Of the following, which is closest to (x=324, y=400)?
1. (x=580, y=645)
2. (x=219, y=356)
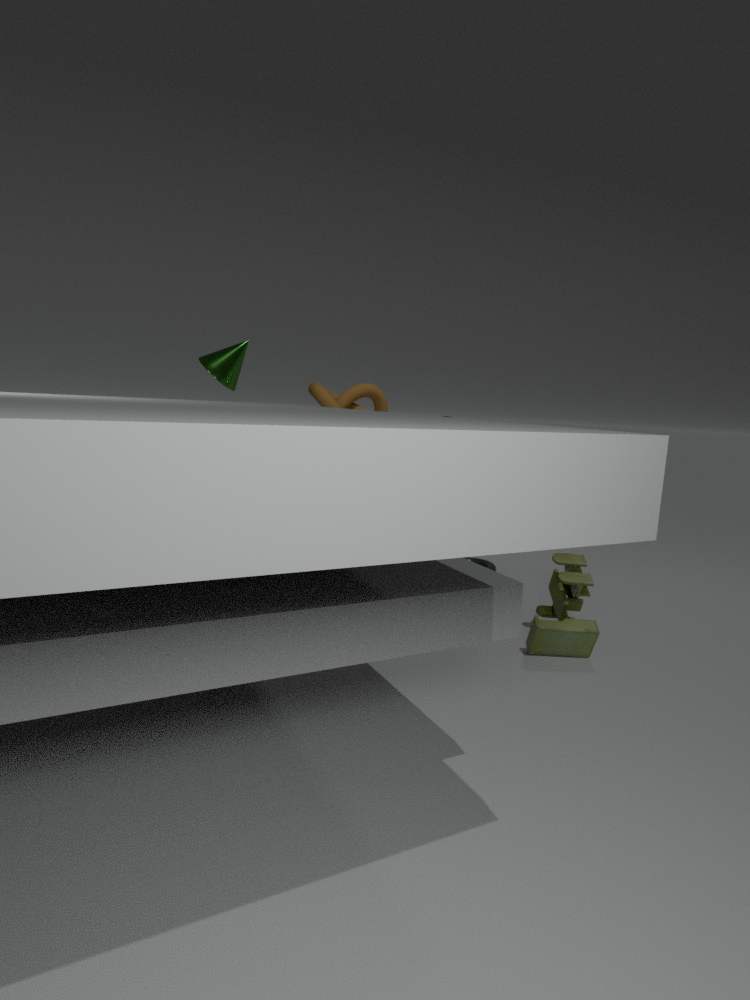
(x=219, y=356)
